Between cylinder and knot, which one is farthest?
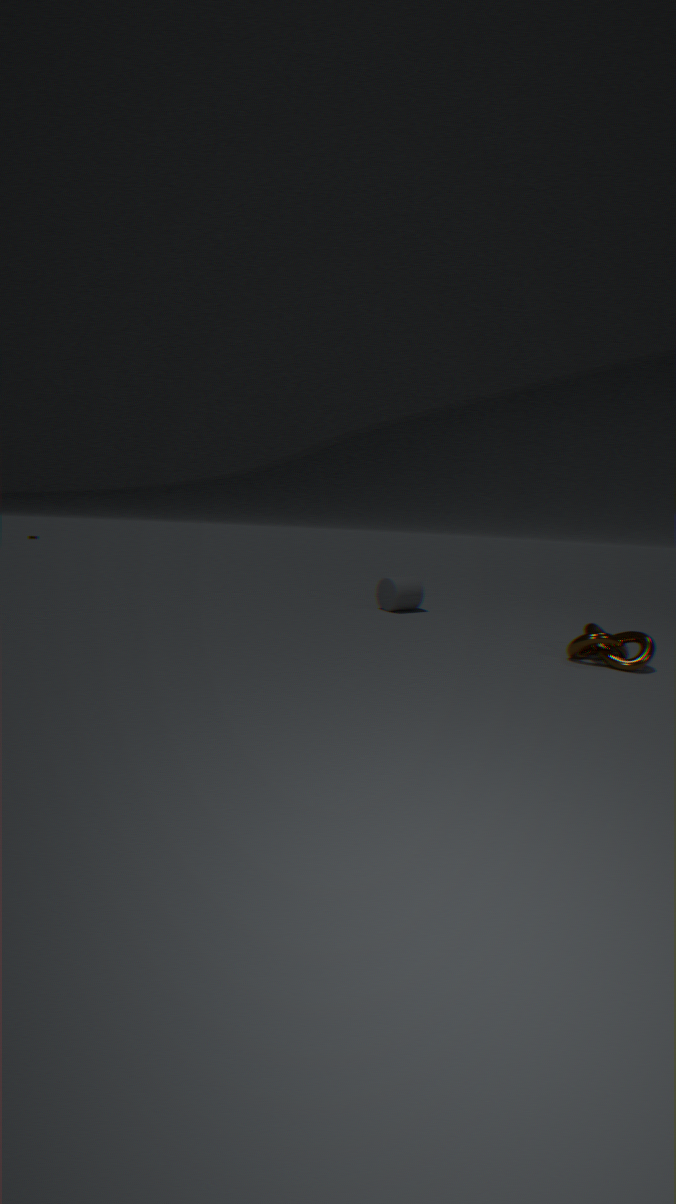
cylinder
